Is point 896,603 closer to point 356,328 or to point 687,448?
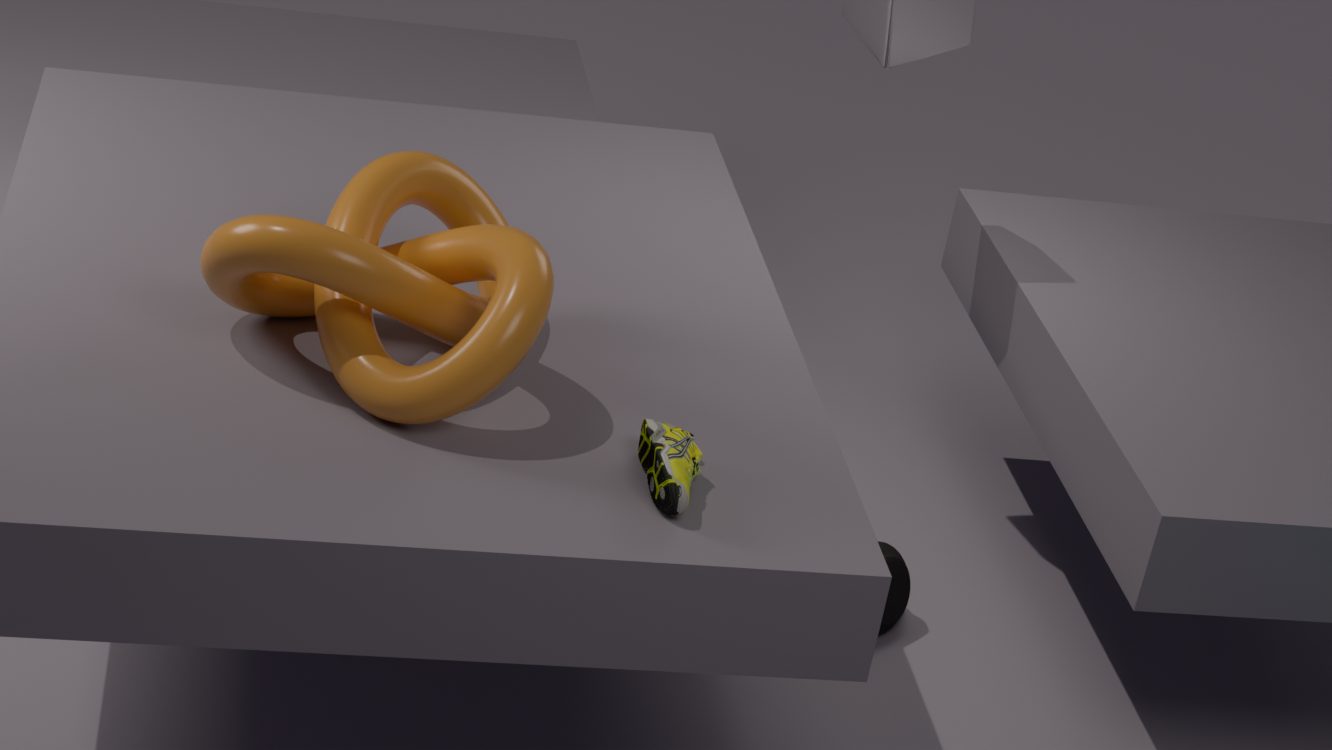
point 687,448
